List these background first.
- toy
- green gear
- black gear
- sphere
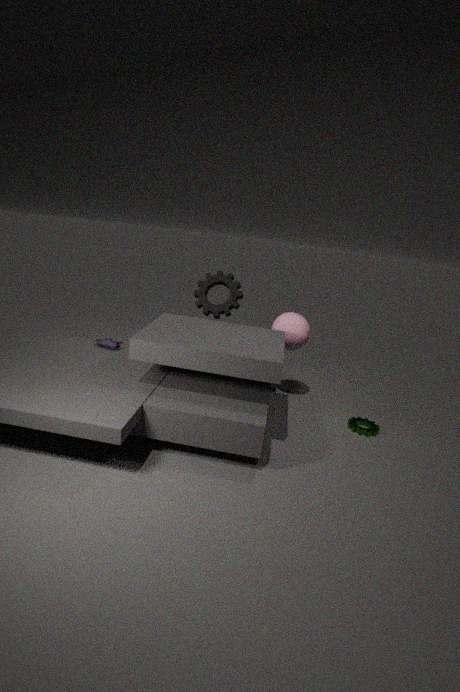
1. black gear
2. sphere
3. toy
4. green gear
